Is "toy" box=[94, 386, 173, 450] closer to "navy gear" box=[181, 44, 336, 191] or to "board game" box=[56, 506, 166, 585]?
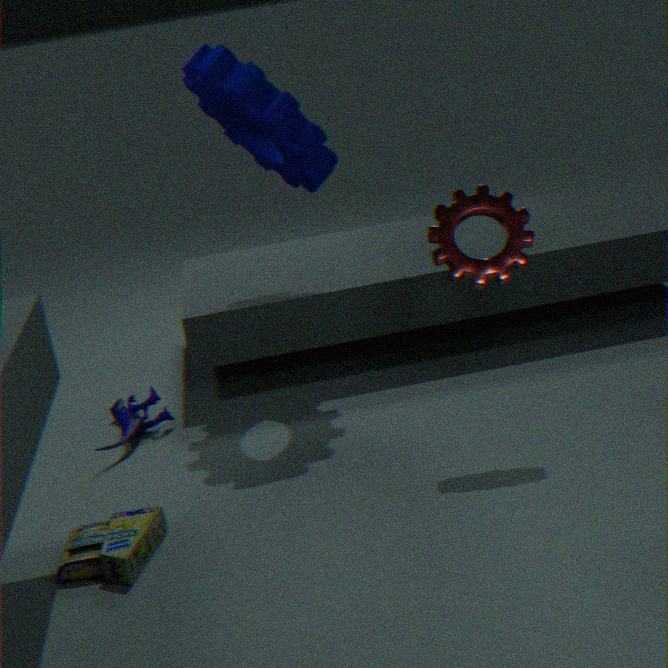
"board game" box=[56, 506, 166, 585]
